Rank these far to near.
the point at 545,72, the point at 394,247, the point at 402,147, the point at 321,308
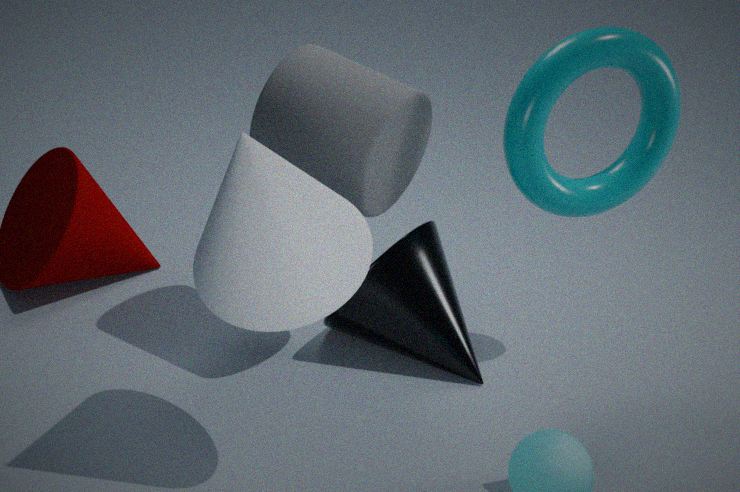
the point at 394,247 < the point at 402,147 < the point at 545,72 < the point at 321,308
